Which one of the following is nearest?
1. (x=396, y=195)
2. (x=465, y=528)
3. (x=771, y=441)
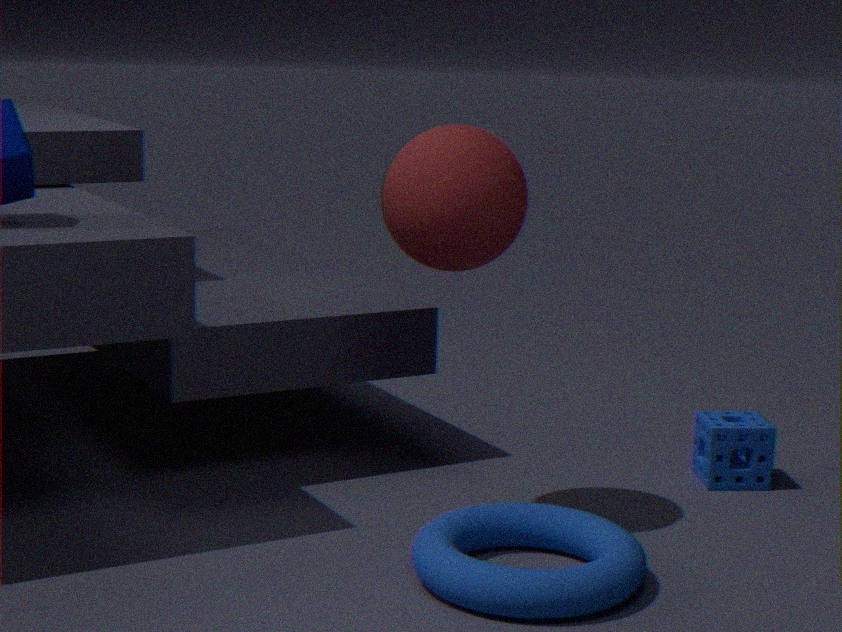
(x=465, y=528)
